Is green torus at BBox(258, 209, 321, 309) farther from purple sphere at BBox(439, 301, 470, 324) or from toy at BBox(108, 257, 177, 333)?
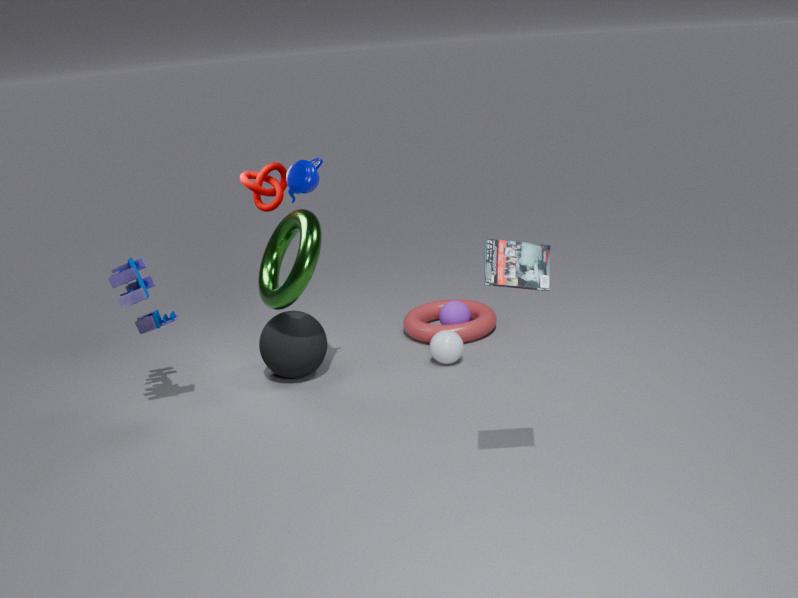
purple sphere at BBox(439, 301, 470, 324)
